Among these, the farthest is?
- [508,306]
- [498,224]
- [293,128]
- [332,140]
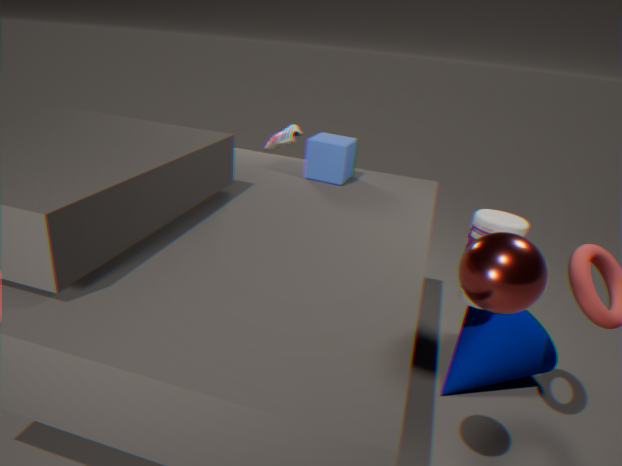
[293,128]
